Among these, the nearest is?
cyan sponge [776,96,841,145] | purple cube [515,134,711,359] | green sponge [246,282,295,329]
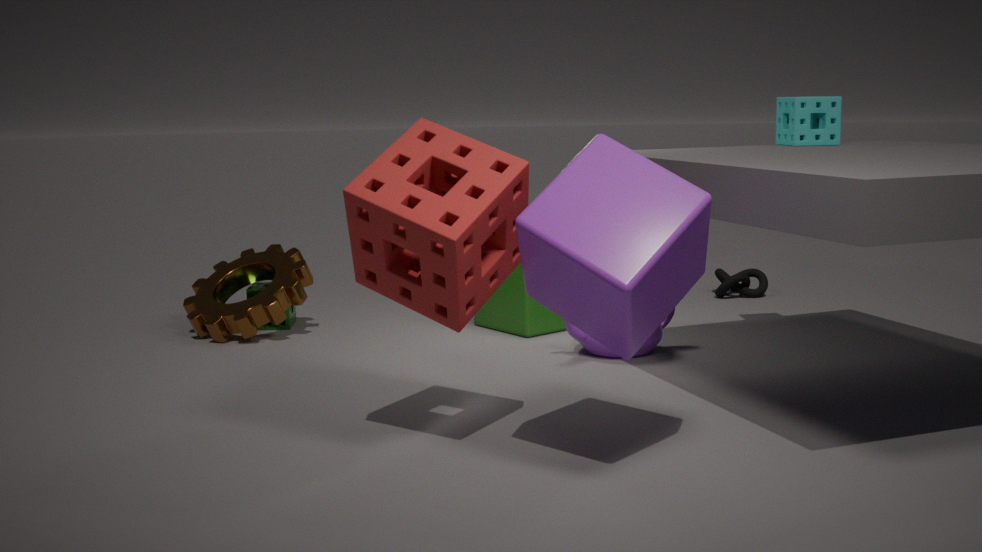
purple cube [515,134,711,359]
